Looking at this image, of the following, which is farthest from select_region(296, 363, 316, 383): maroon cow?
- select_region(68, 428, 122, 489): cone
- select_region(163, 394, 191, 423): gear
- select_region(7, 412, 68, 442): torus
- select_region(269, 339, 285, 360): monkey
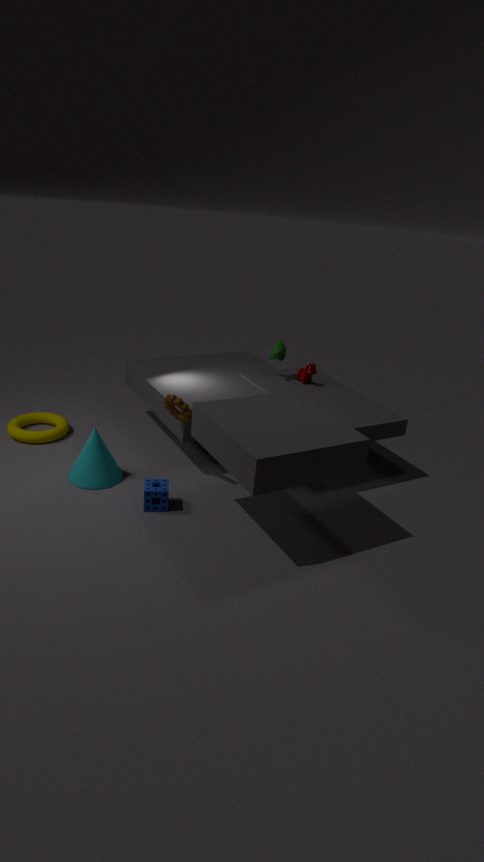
select_region(7, 412, 68, 442): torus
